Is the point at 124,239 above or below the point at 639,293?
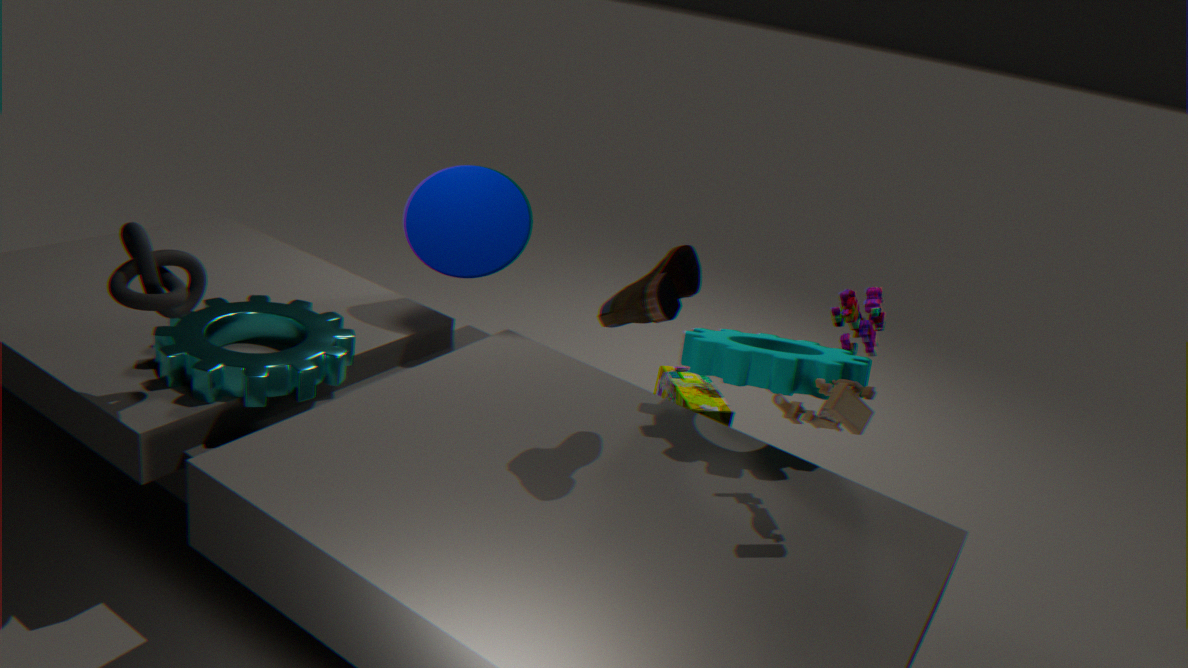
below
